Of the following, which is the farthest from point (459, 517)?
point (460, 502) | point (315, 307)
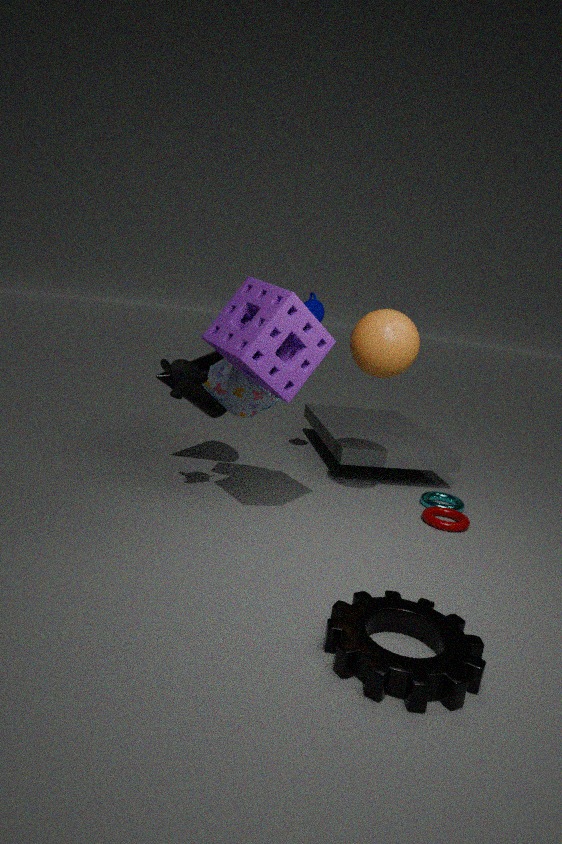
point (315, 307)
